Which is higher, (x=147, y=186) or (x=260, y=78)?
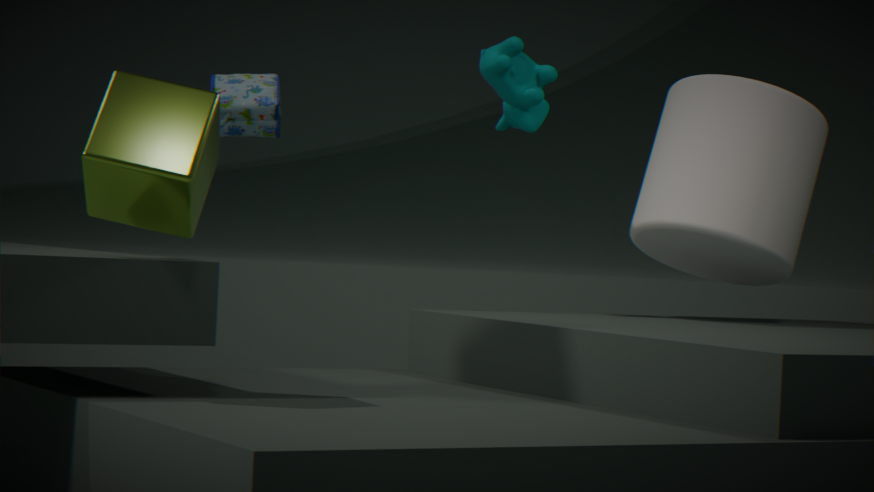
(x=260, y=78)
